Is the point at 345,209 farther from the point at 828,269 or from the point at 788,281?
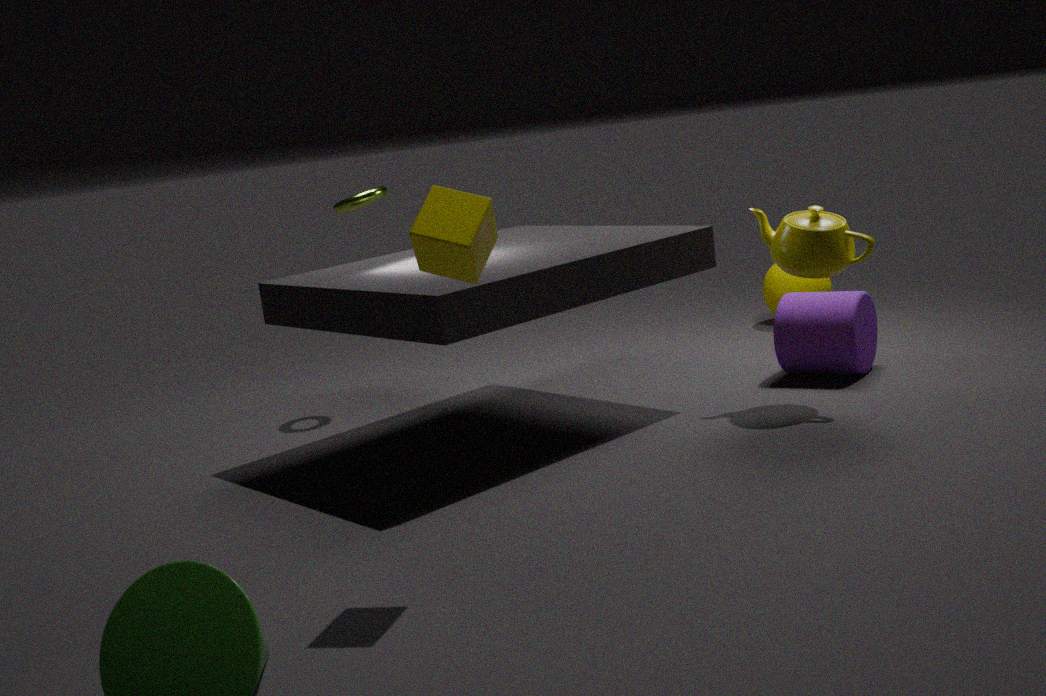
the point at 788,281
